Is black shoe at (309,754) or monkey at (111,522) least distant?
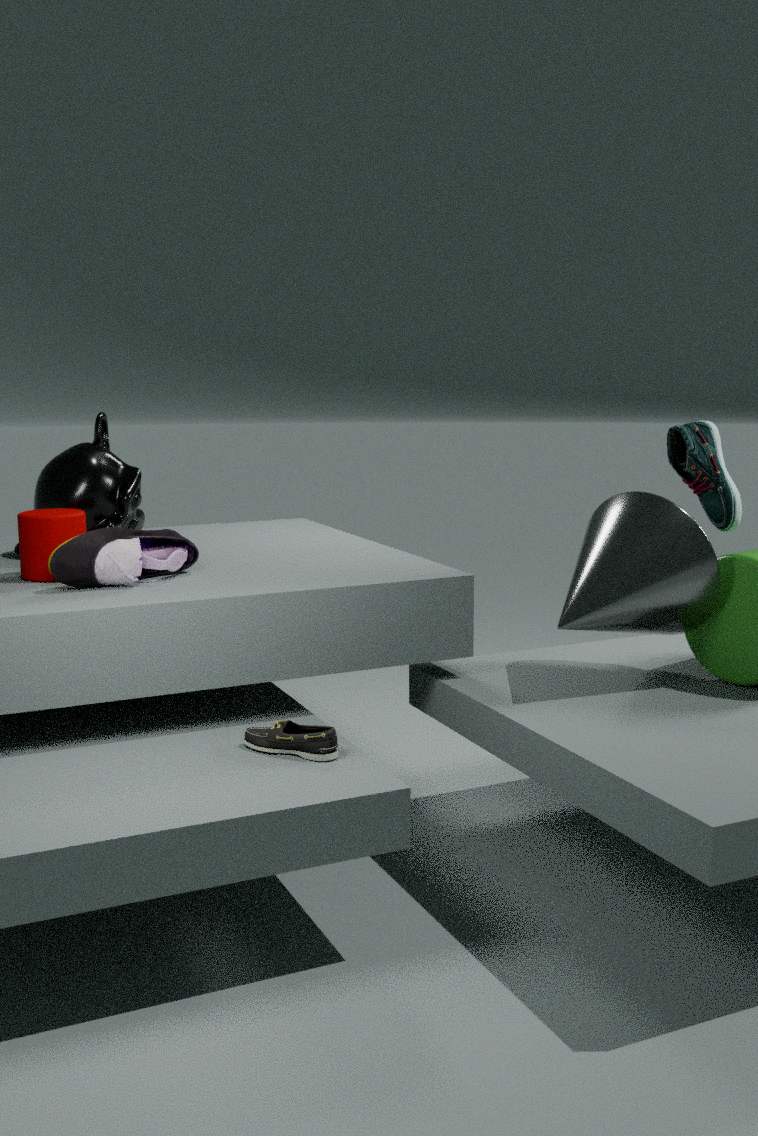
black shoe at (309,754)
